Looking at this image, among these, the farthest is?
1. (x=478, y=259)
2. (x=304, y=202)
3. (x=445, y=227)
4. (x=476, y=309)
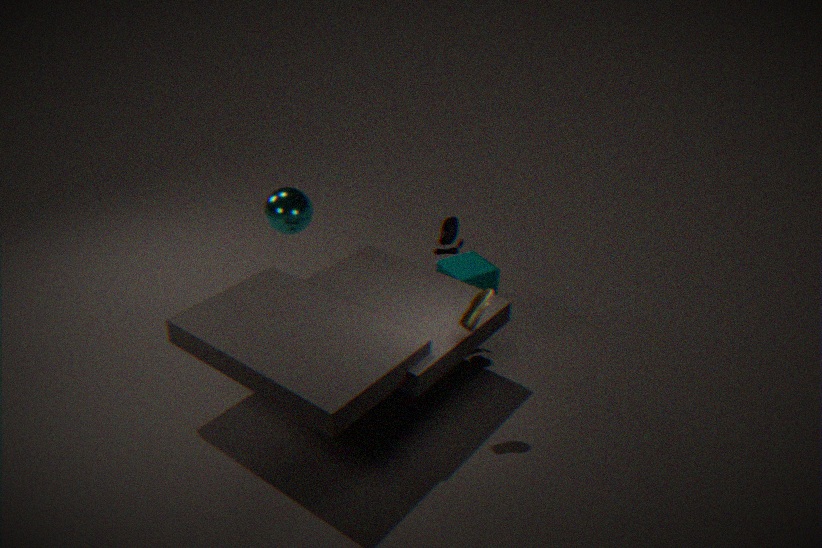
(x=478, y=259)
